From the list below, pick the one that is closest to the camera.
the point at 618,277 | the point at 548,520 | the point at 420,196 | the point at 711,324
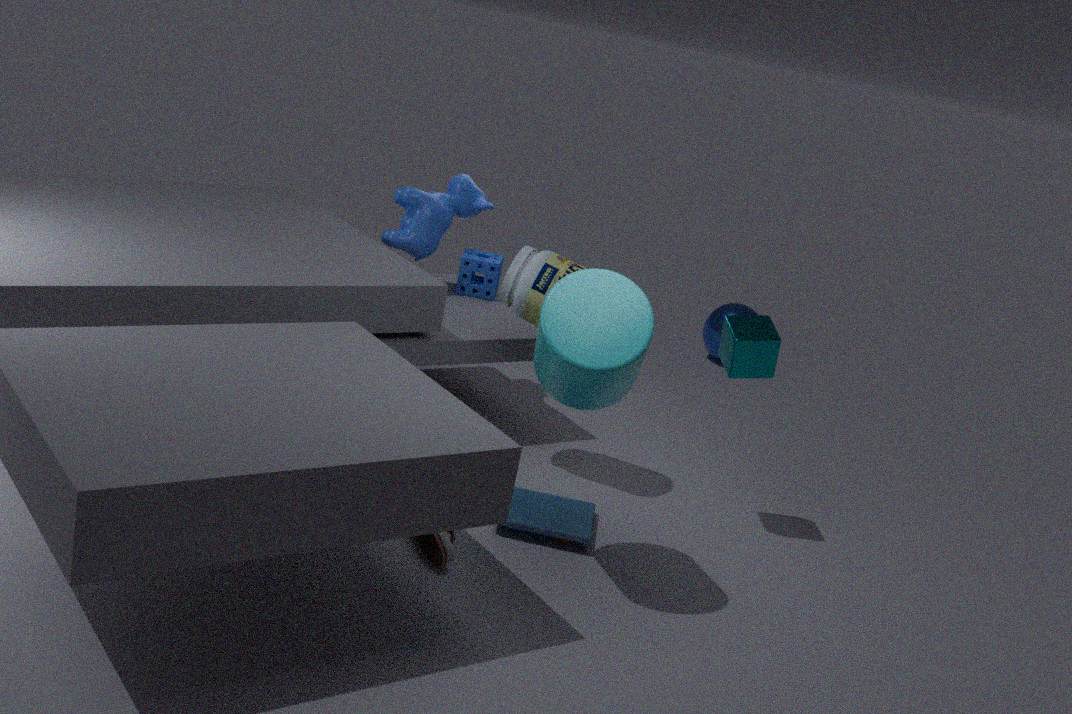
the point at 618,277
